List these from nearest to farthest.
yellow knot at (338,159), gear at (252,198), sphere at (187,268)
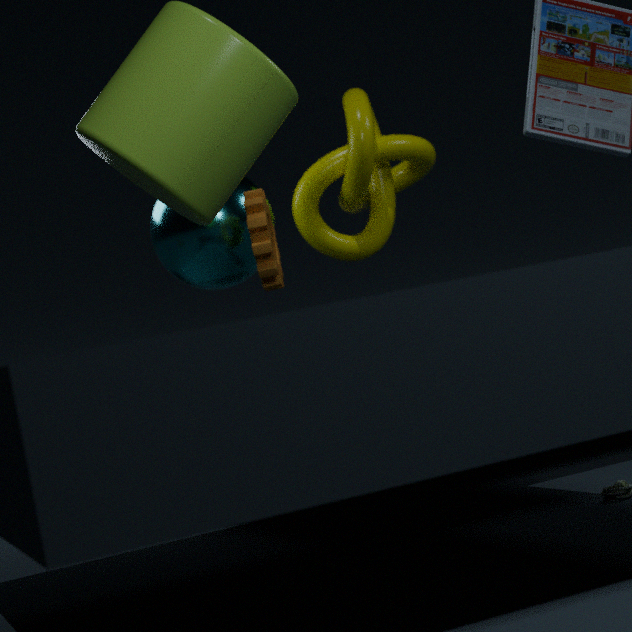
gear at (252,198) → sphere at (187,268) → yellow knot at (338,159)
